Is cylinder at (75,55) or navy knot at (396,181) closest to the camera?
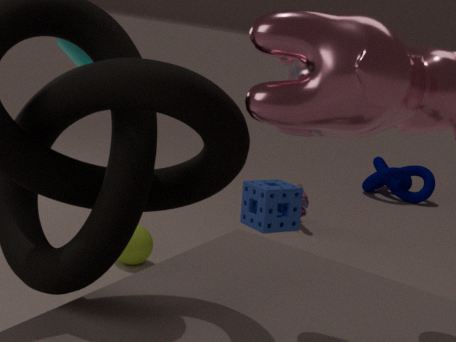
cylinder at (75,55)
